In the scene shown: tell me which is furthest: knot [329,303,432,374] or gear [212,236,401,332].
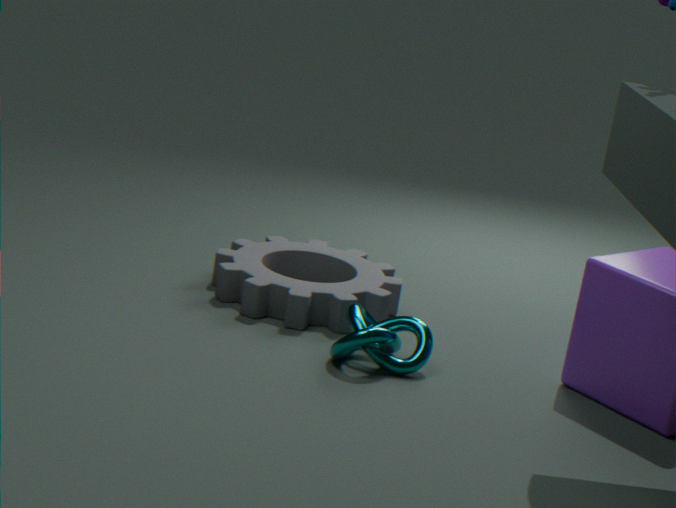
gear [212,236,401,332]
